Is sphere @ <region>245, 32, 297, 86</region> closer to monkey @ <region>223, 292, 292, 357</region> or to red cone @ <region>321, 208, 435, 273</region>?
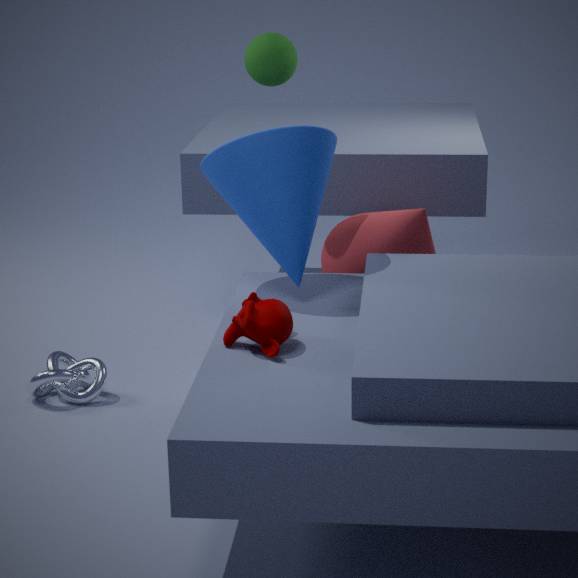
red cone @ <region>321, 208, 435, 273</region>
